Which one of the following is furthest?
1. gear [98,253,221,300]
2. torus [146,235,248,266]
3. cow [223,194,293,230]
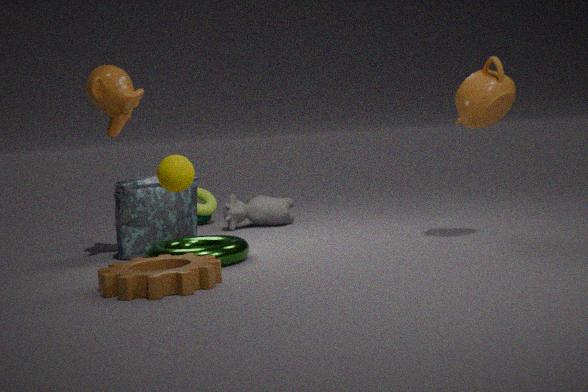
cow [223,194,293,230]
